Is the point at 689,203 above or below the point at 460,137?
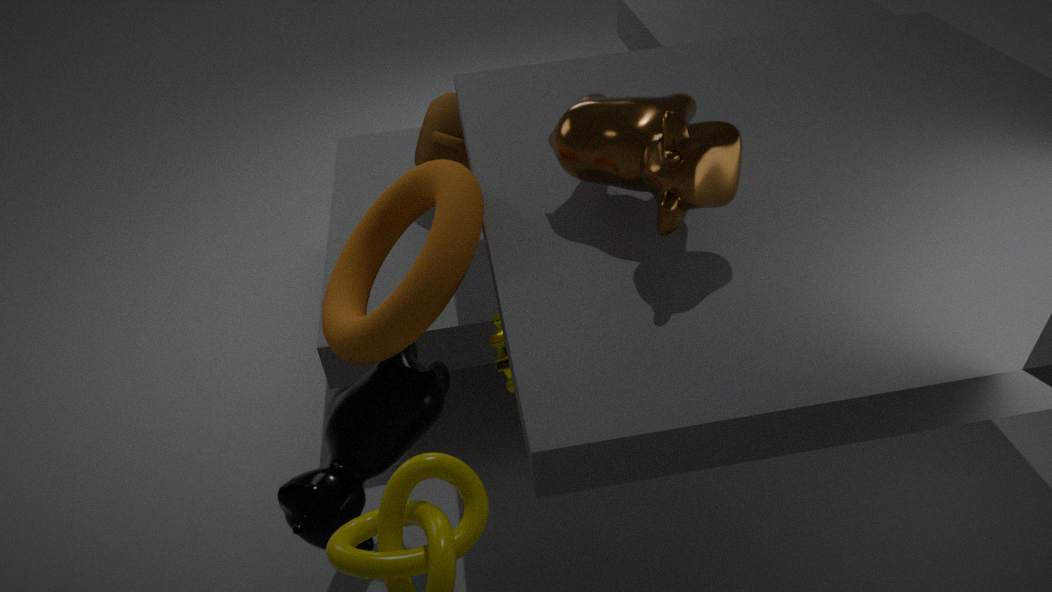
above
